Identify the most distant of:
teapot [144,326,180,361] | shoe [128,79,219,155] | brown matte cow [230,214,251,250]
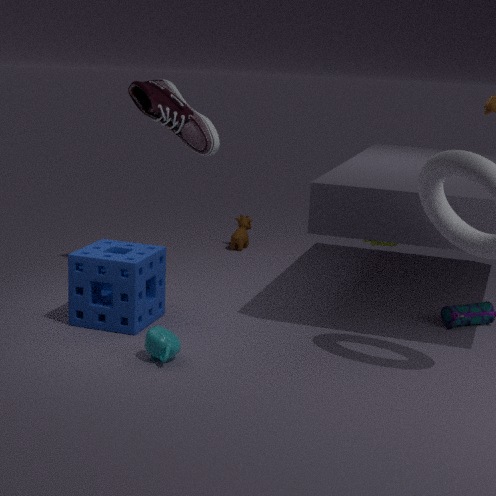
brown matte cow [230,214,251,250]
